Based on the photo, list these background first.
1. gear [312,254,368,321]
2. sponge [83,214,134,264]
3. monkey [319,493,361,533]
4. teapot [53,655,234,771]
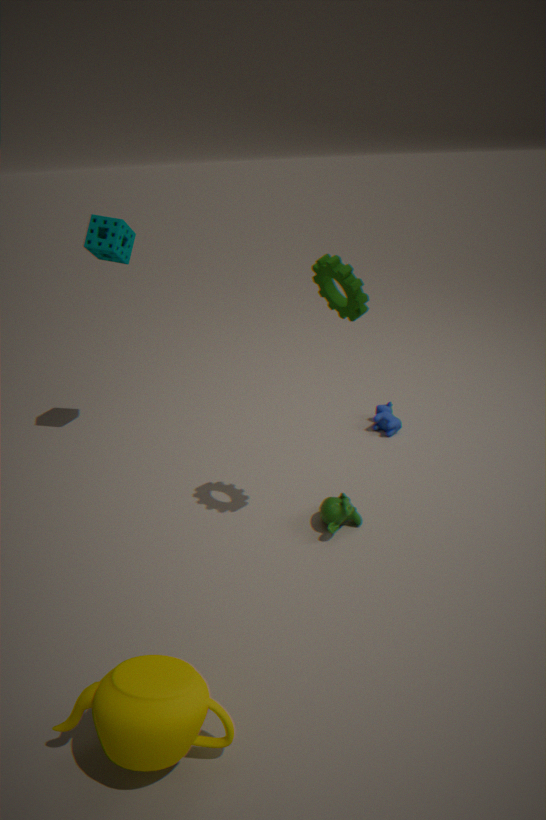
sponge [83,214,134,264] < monkey [319,493,361,533] < gear [312,254,368,321] < teapot [53,655,234,771]
